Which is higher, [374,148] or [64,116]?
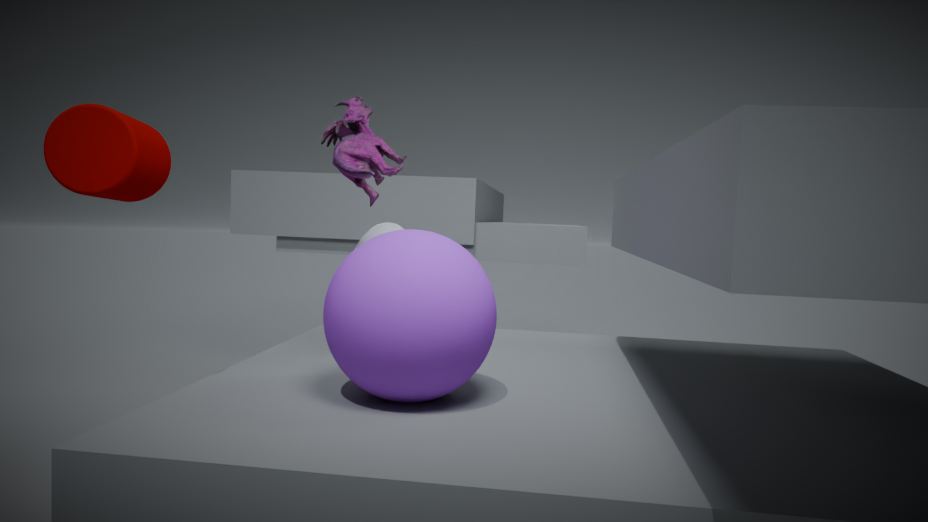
[374,148]
